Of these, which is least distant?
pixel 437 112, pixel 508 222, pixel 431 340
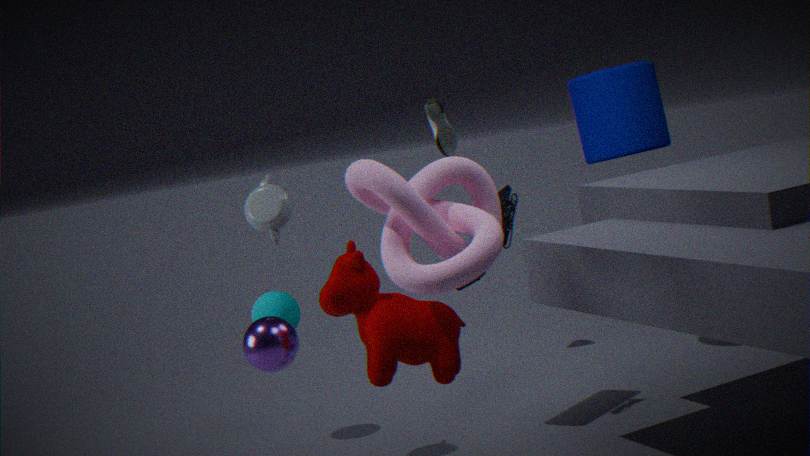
pixel 431 340
